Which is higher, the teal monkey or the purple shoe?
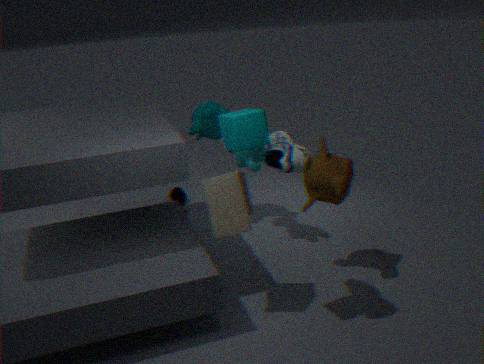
the teal monkey
